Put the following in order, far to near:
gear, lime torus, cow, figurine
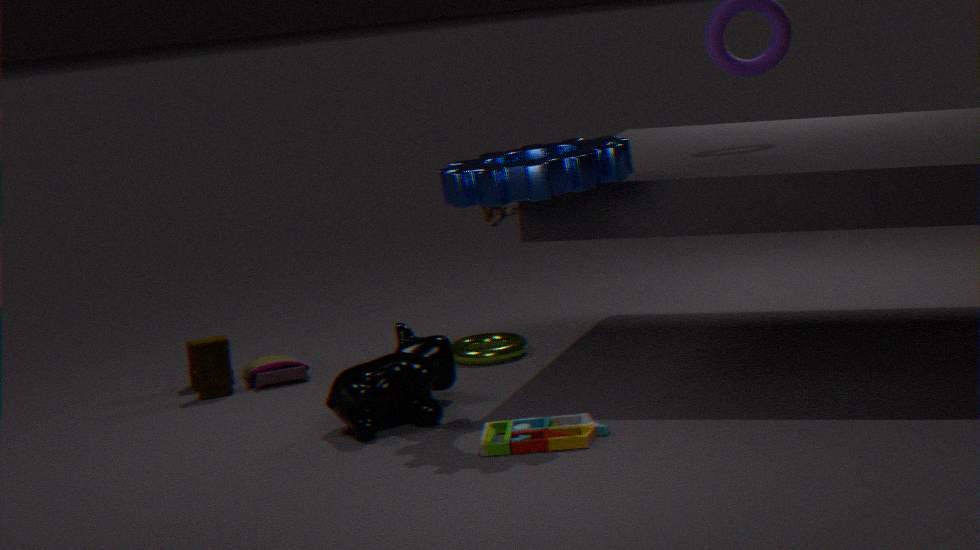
figurine < lime torus < cow < gear
